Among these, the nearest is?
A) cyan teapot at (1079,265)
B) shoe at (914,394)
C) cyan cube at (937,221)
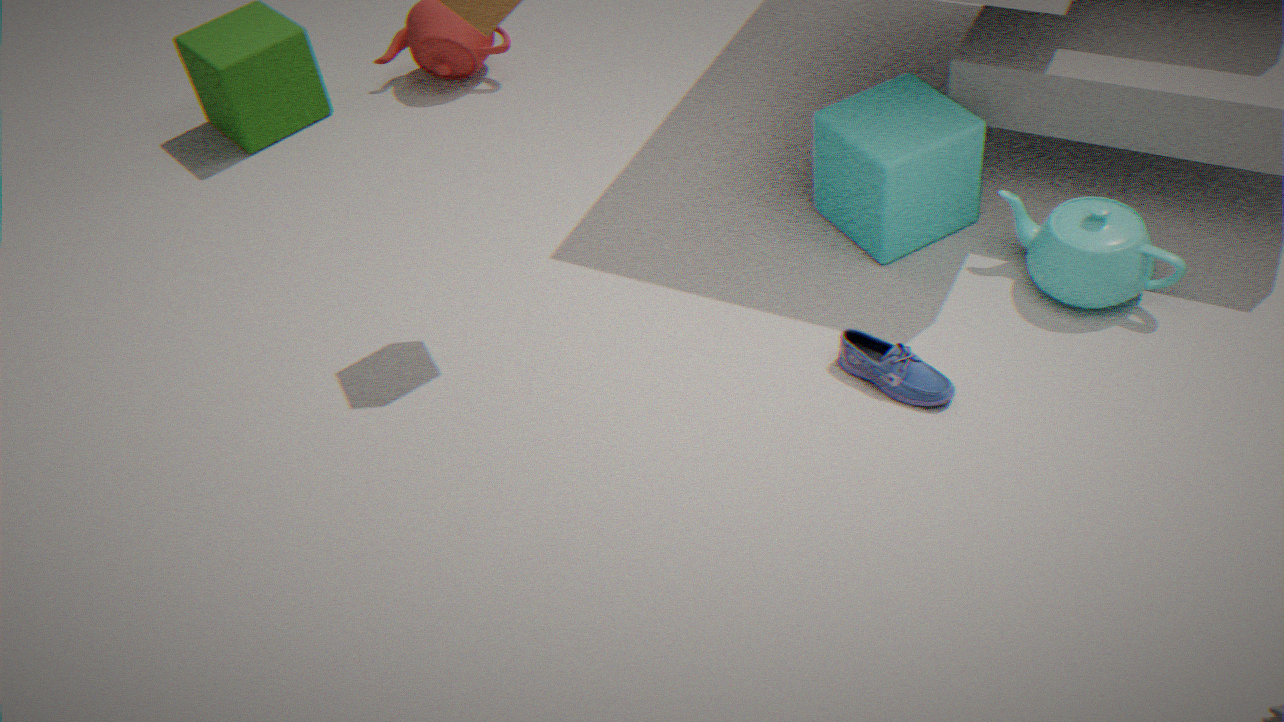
shoe at (914,394)
